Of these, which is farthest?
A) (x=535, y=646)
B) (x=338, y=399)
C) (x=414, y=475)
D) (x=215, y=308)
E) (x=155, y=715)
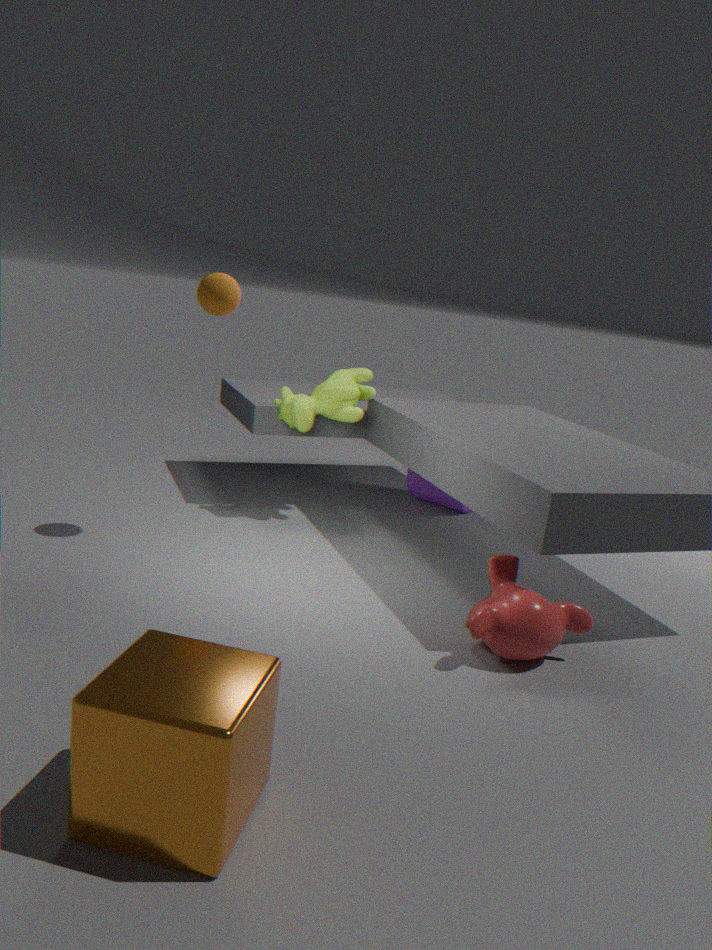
(x=414, y=475)
